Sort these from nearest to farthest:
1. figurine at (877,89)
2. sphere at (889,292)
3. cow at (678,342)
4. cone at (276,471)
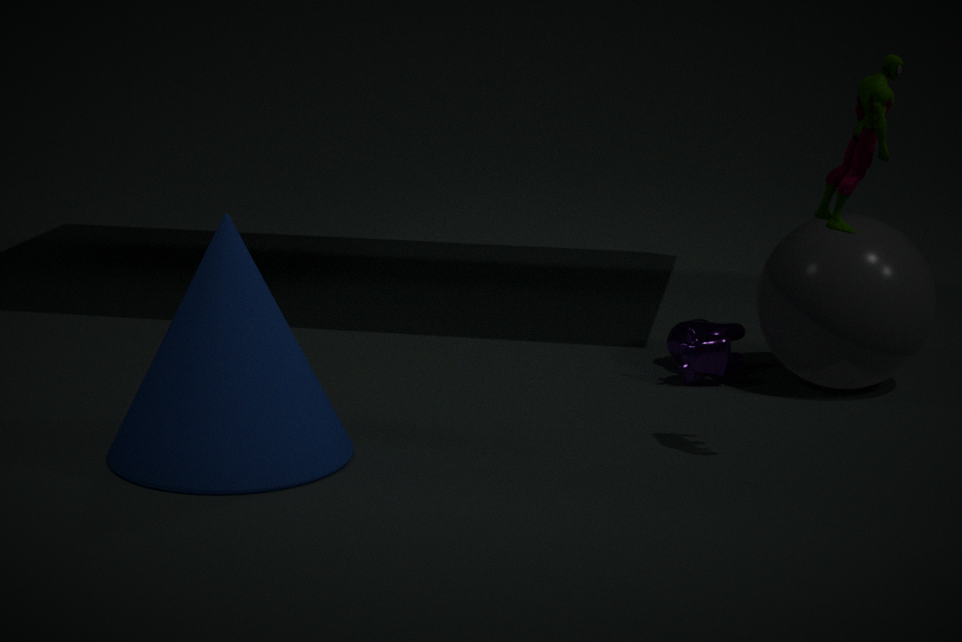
figurine at (877,89), cone at (276,471), sphere at (889,292), cow at (678,342)
